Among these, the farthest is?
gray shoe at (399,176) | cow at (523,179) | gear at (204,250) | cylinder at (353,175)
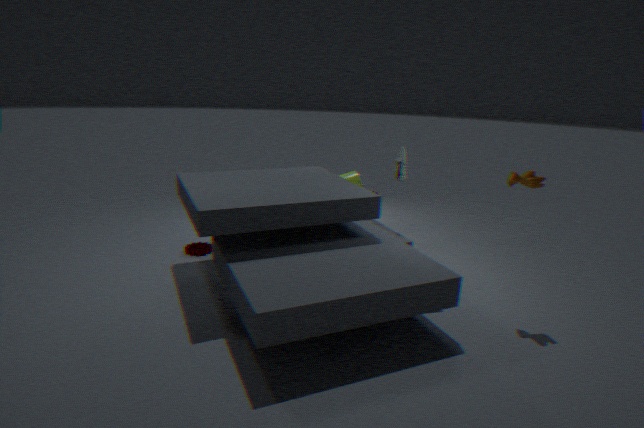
cylinder at (353,175)
